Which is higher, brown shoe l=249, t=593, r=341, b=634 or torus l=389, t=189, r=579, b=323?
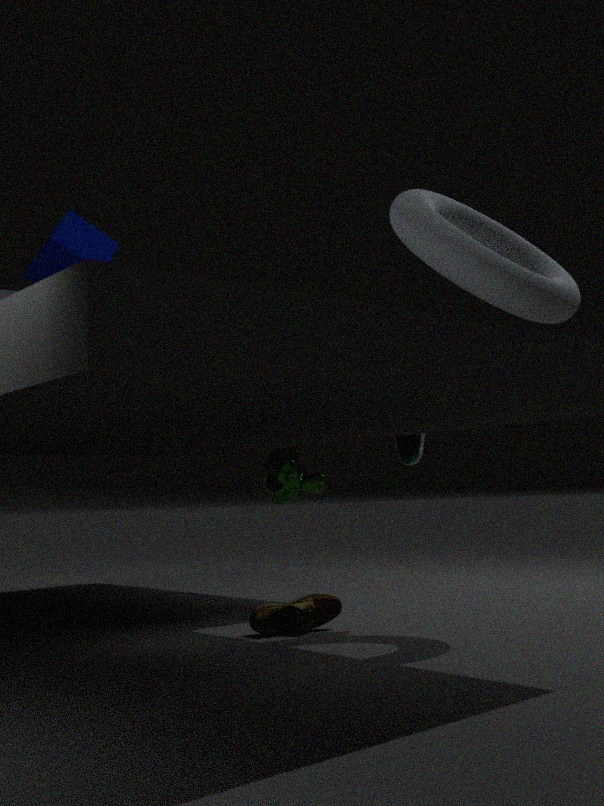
torus l=389, t=189, r=579, b=323
